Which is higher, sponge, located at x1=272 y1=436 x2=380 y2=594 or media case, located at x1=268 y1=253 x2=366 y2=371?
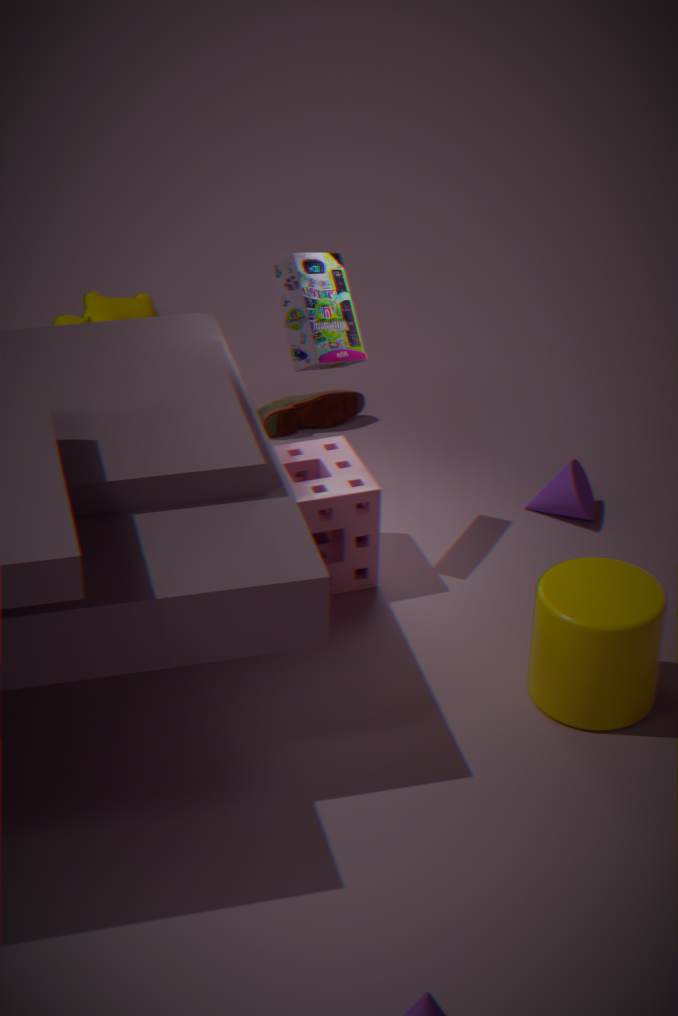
media case, located at x1=268 y1=253 x2=366 y2=371
